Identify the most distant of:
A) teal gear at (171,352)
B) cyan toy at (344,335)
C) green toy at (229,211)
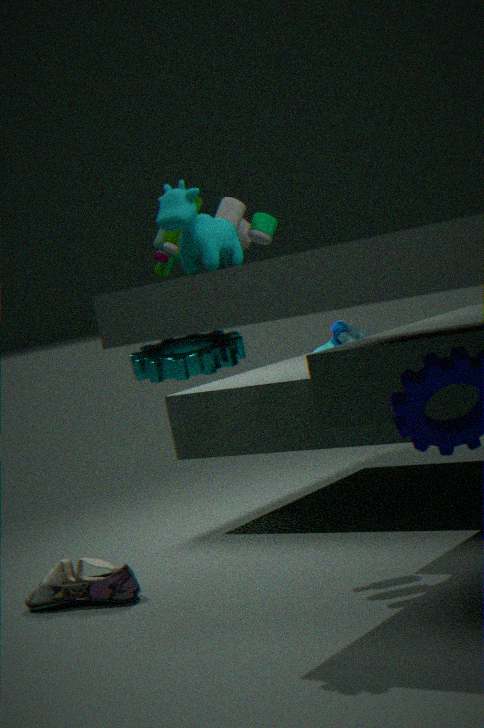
cyan toy at (344,335)
